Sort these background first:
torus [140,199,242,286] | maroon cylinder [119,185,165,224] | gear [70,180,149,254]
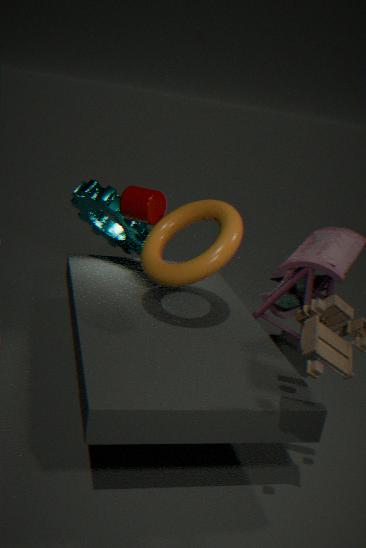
gear [70,180,149,254] → maroon cylinder [119,185,165,224] → torus [140,199,242,286]
